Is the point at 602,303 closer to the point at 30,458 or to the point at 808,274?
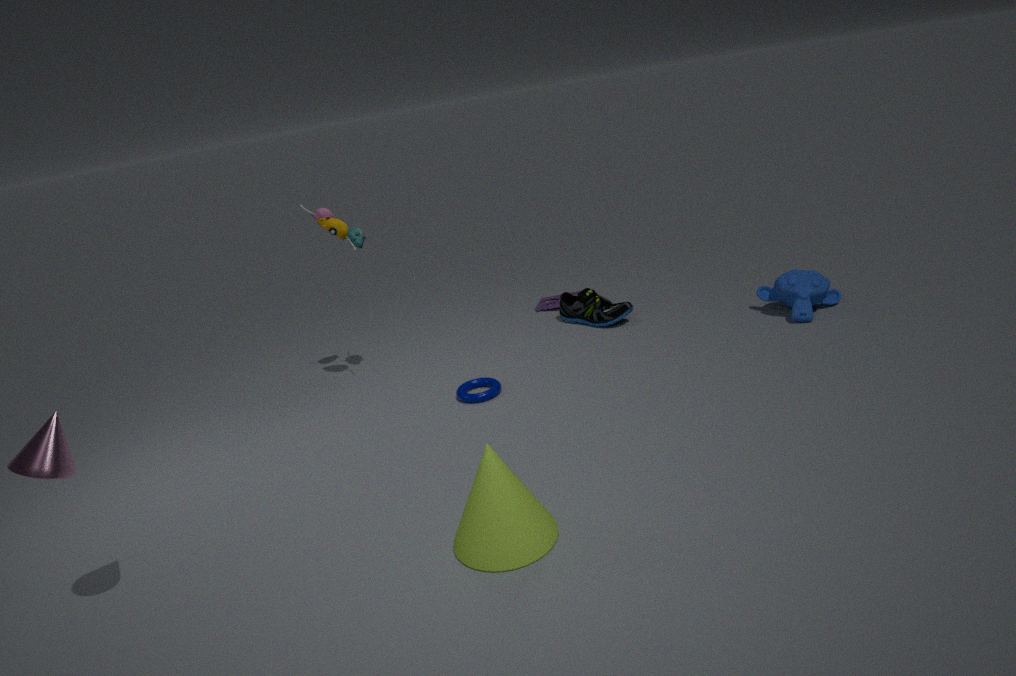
the point at 808,274
